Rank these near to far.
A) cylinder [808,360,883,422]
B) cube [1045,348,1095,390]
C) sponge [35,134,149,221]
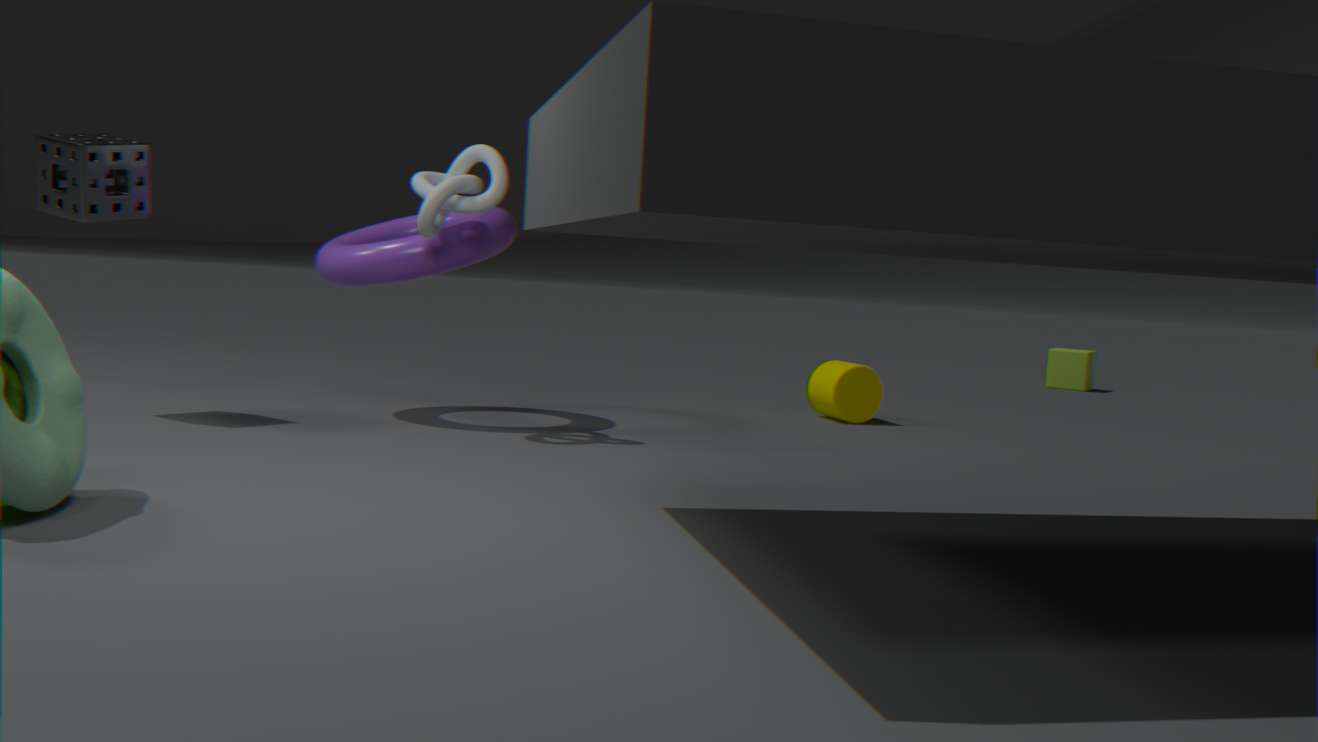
C. sponge [35,134,149,221] < A. cylinder [808,360,883,422] < B. cube [1045,348,1095,390]
